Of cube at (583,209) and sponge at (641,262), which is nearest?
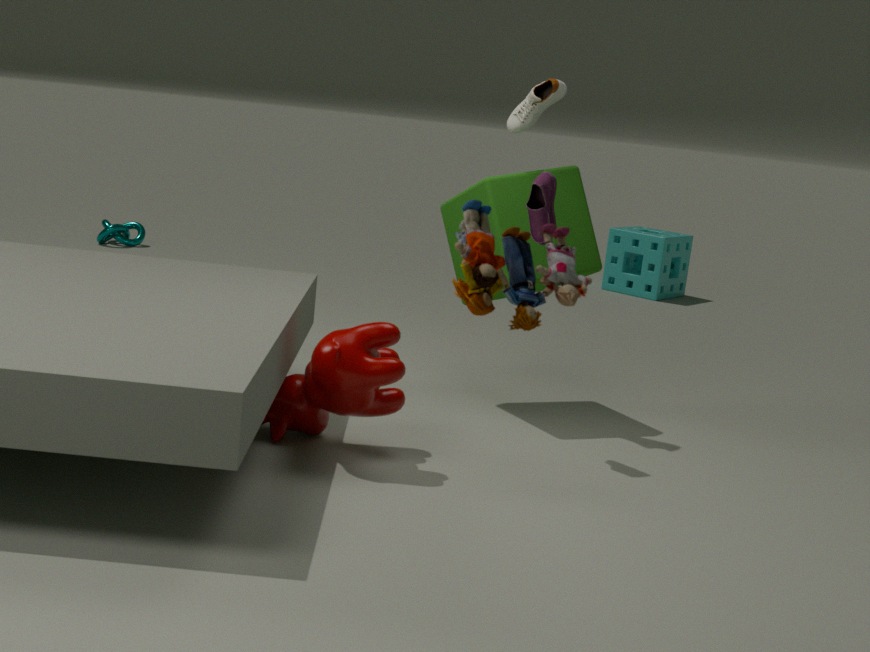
cube at (583,209)
